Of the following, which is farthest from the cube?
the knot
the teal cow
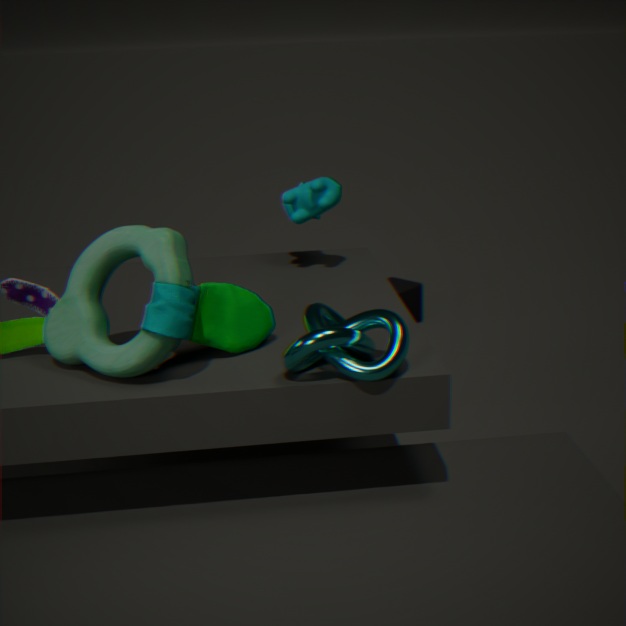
the knot
